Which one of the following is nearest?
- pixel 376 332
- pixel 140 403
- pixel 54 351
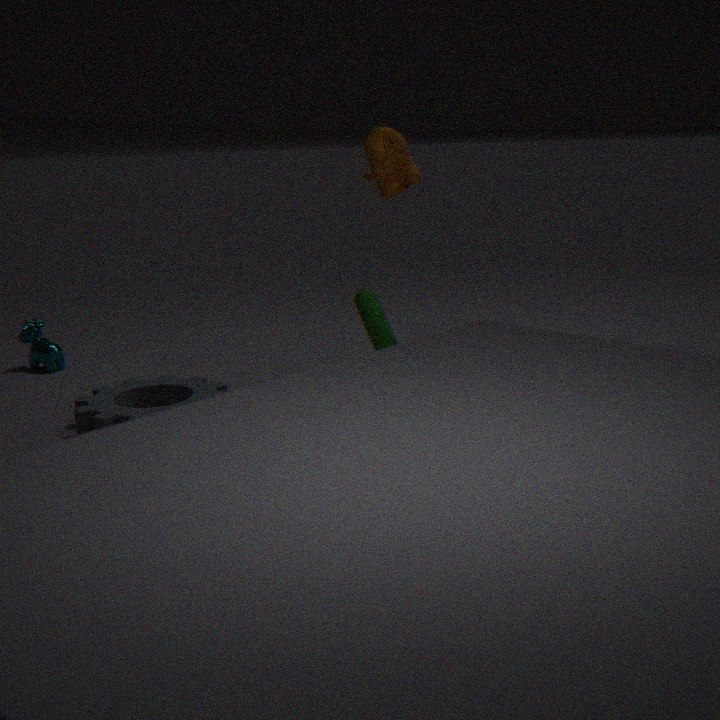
pixel 376 332
